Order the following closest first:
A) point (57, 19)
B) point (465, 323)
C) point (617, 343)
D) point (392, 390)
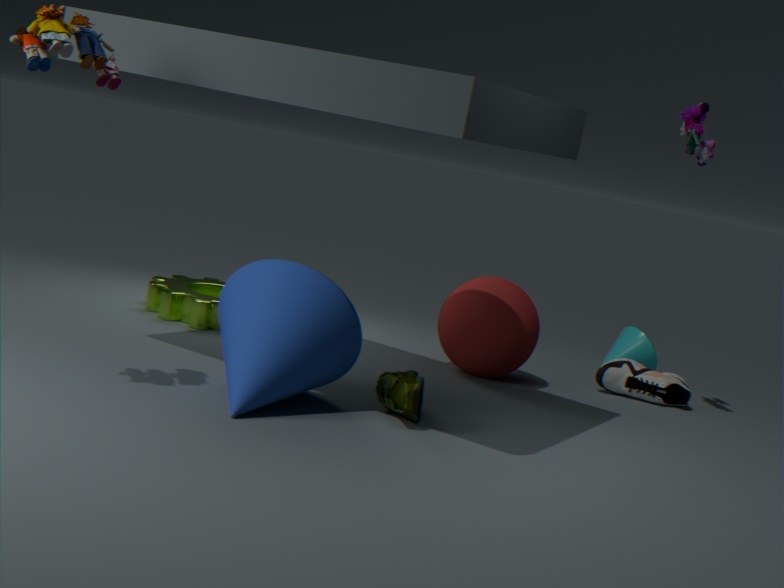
1. point (57, 19)
2. point (392, 390)
3. point (465, 323)
4. point (617, 343)
